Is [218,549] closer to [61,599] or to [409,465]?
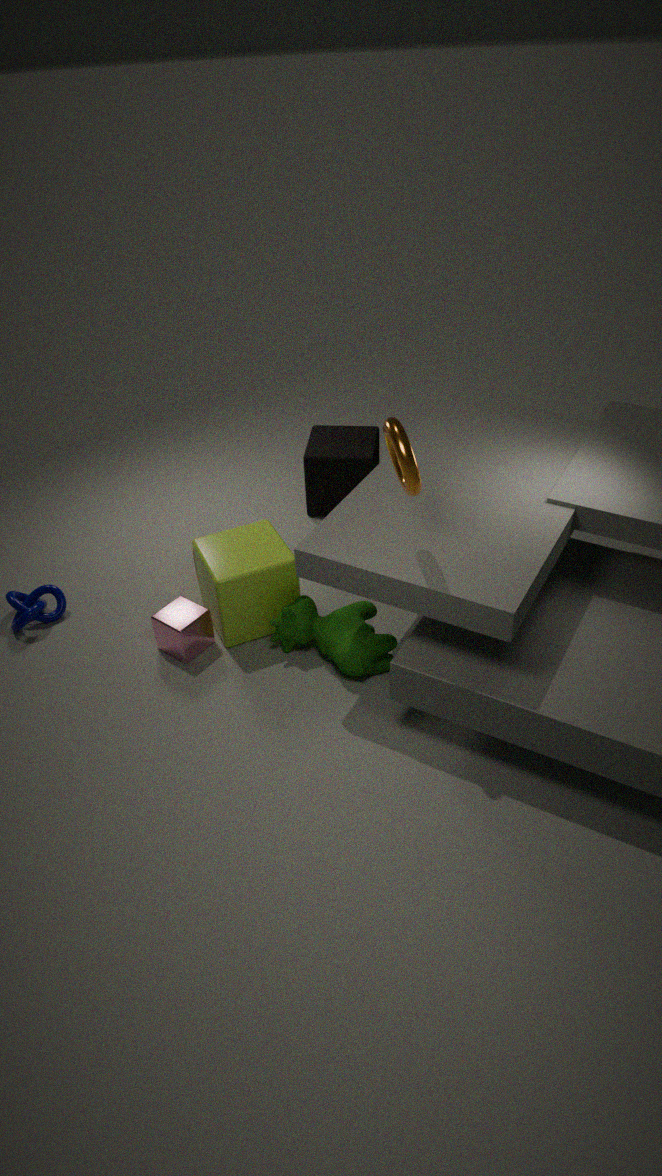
[61,599]
